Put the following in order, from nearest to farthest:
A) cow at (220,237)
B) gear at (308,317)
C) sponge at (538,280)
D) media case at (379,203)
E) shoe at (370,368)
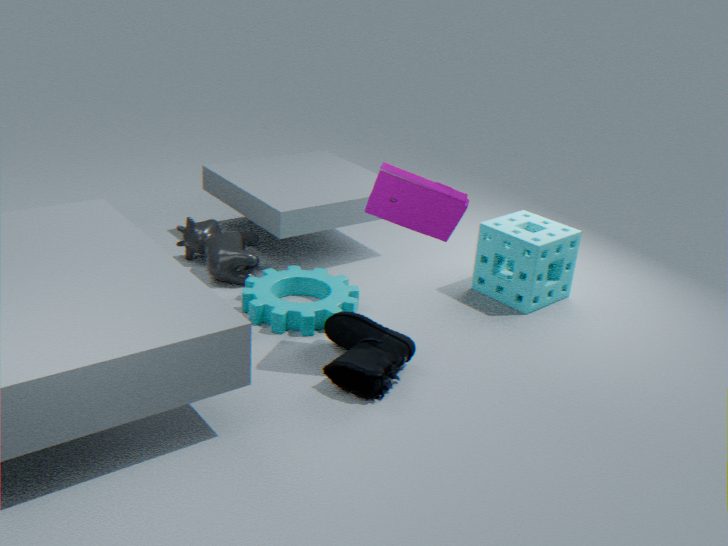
media case at (379,203), shoe at (370,368), gear at (308,317), sponge at (538,280), cow at (220,237)
